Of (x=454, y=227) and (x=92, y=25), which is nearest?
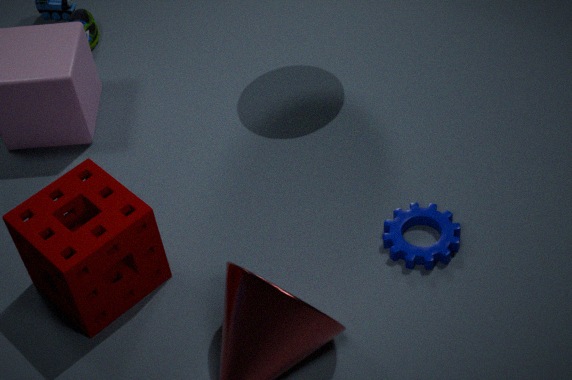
(x=454, y=227)
